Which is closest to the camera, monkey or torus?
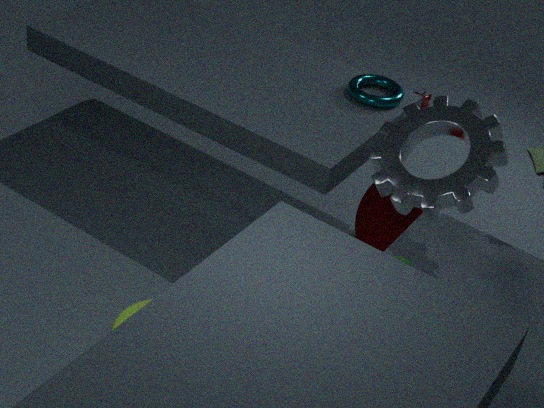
torus
